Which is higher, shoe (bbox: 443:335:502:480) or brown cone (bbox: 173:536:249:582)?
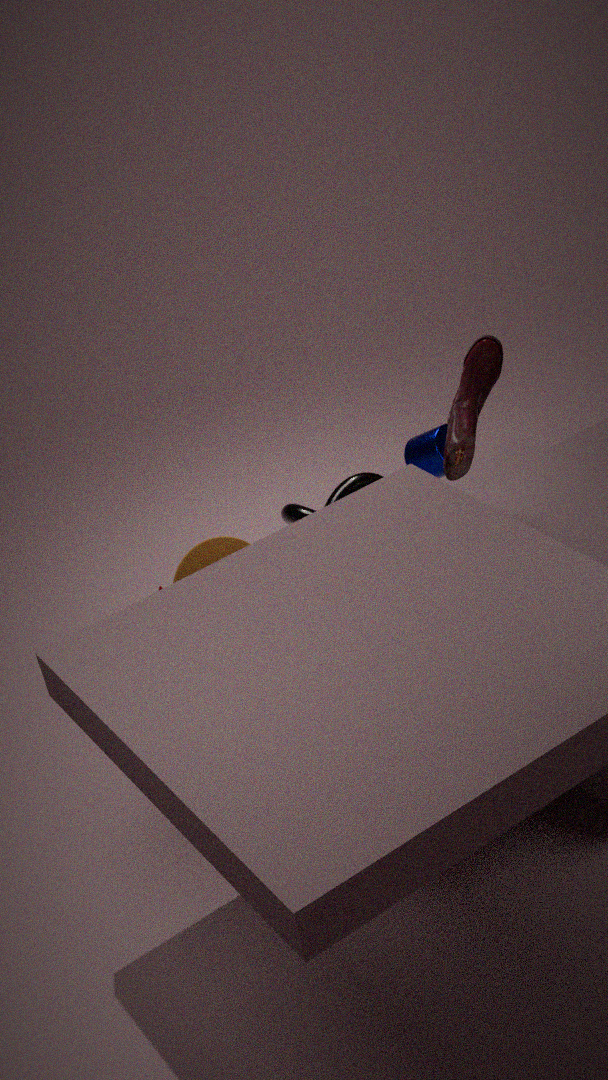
shoe (bbox: 443:335:502:480)
